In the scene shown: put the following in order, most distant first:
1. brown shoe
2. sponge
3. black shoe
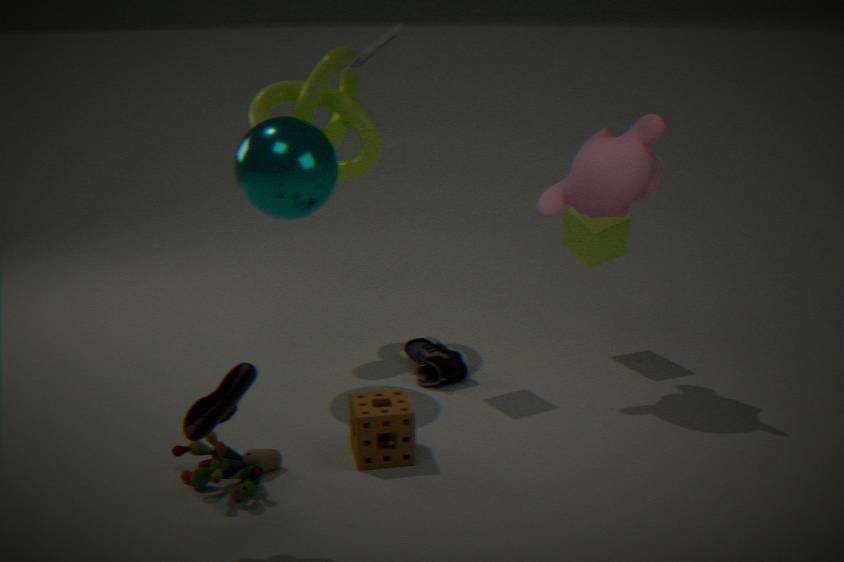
1. black shoe
2. sponge
3. brown shoe
